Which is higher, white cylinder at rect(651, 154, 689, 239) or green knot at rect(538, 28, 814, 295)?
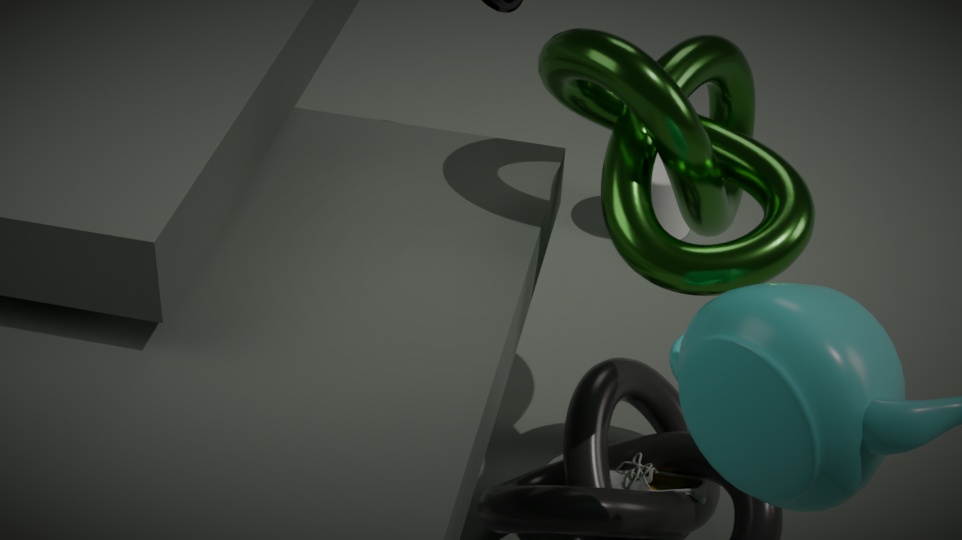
green knot at rect(538, 28, 814, 295)
